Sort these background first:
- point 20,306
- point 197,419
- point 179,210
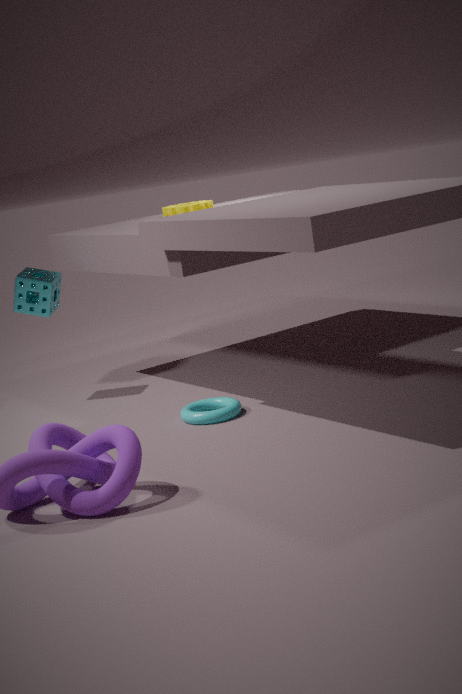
1. point 179,210
2. point 20,306
3. point 197,419
